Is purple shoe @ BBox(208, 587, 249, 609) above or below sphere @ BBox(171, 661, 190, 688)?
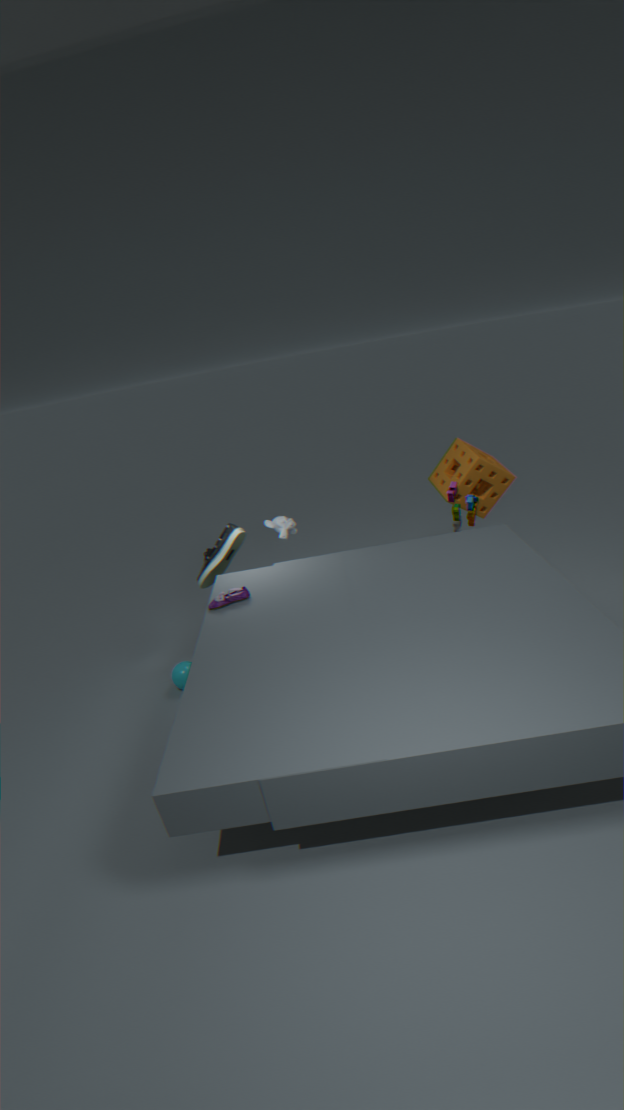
above
